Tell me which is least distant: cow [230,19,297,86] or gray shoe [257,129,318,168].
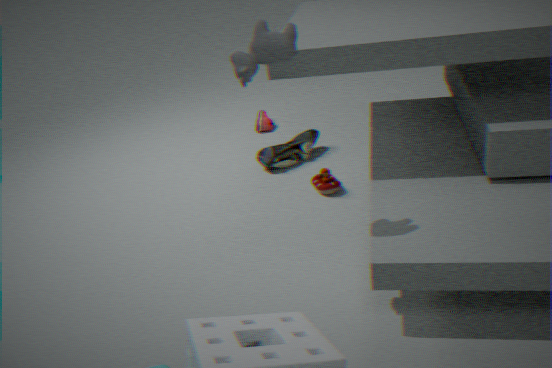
cow [230,19,297,86]
